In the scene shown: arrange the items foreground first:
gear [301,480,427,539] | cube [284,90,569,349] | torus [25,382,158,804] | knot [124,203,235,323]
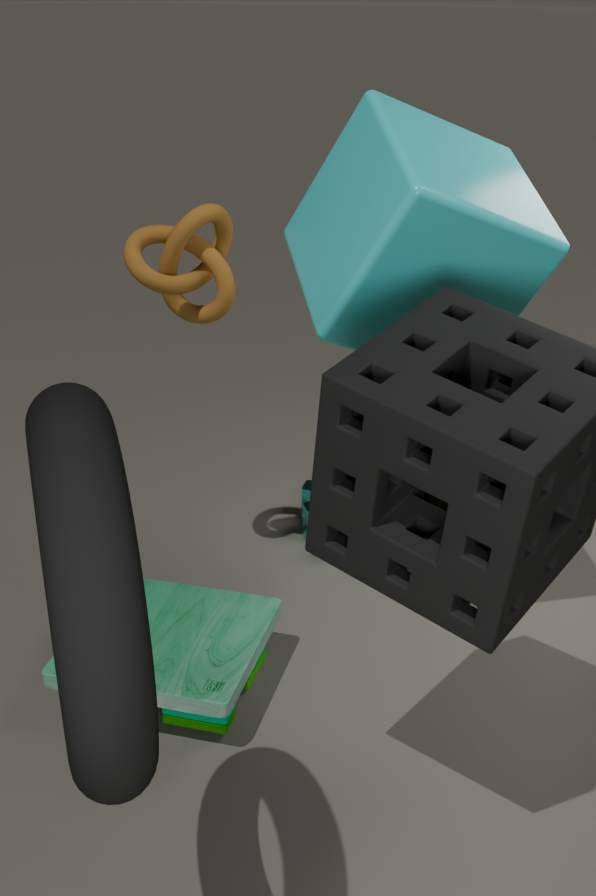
torus [25,382,158,804]
cube [284,90,569,349]
knot [124,203,235,323]
gear [301,480,427,539]
